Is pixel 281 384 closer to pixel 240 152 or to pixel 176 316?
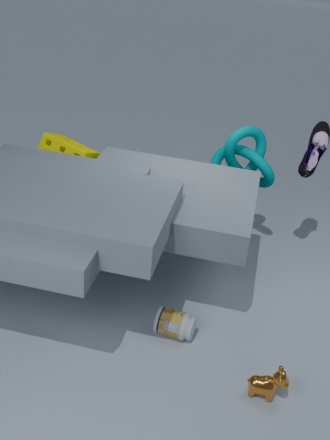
pixel 176 316
